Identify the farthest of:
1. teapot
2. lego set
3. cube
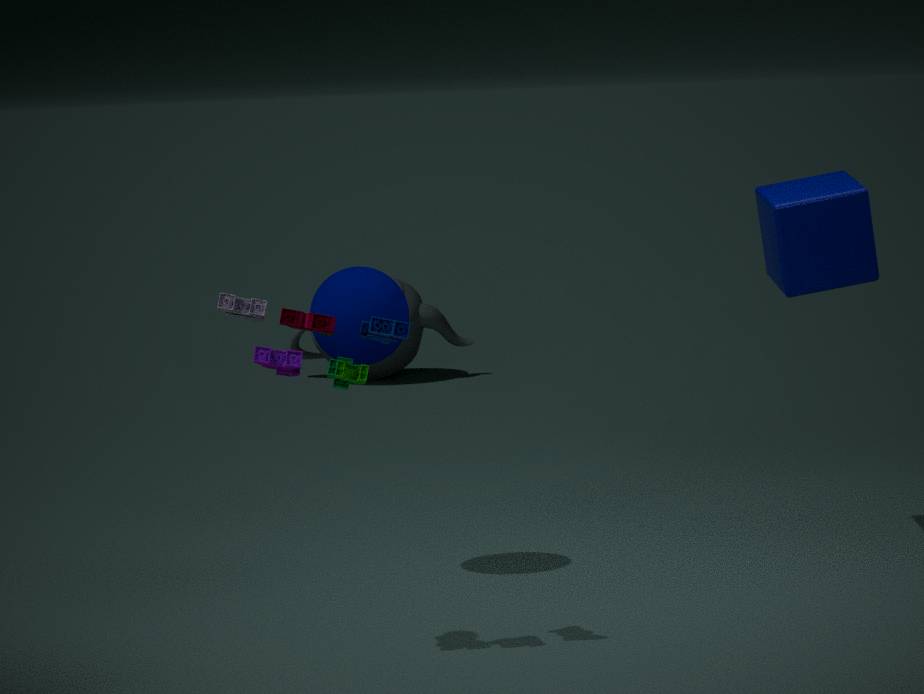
teapot
